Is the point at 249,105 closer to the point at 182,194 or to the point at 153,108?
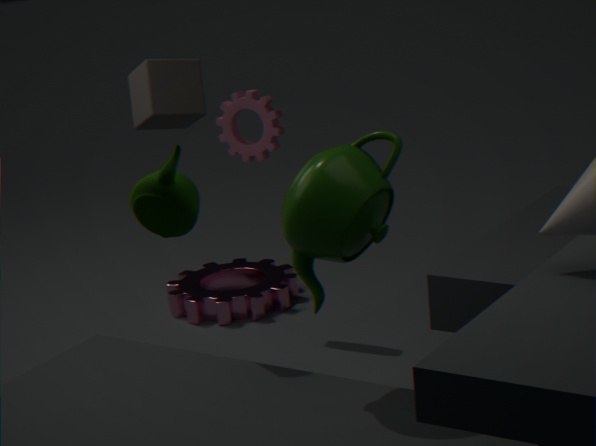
the point at 153,108
